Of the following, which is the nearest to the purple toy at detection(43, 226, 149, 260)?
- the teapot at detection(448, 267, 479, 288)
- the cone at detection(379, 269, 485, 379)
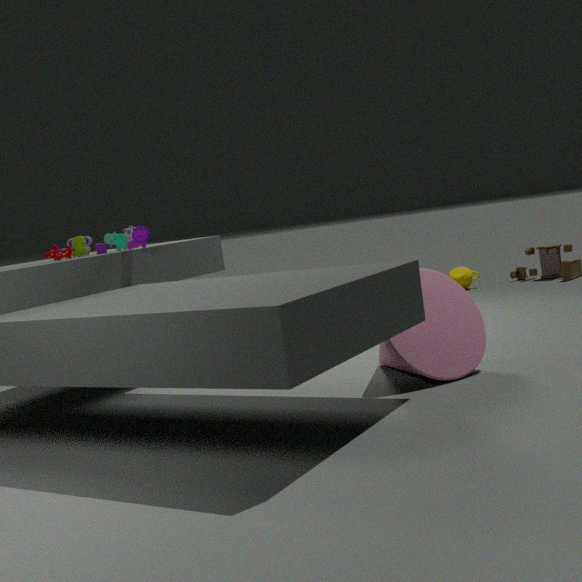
the cone at detection(379, 269, 485, 379)
